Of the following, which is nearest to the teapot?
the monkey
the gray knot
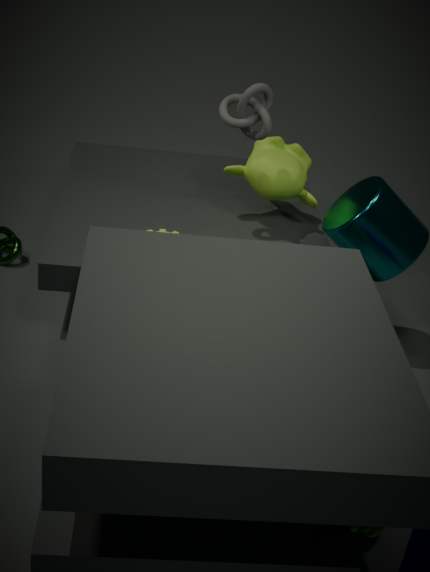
the monkey
